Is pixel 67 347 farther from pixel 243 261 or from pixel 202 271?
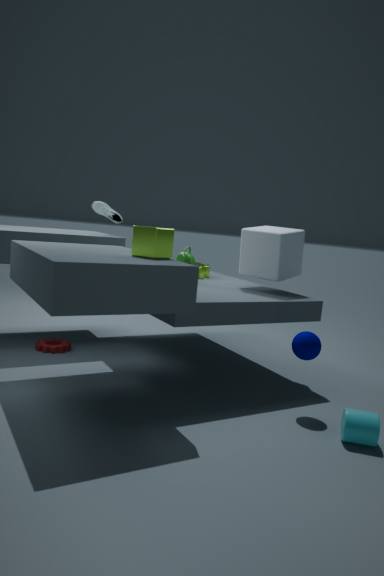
pixel 243 261
